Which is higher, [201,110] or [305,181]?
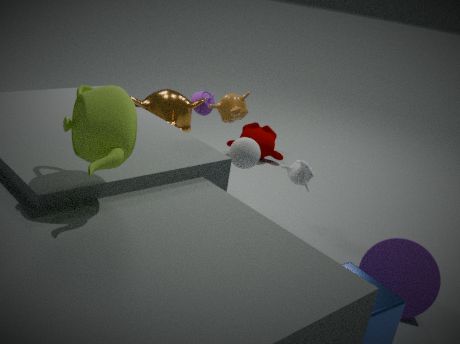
[201,110]
